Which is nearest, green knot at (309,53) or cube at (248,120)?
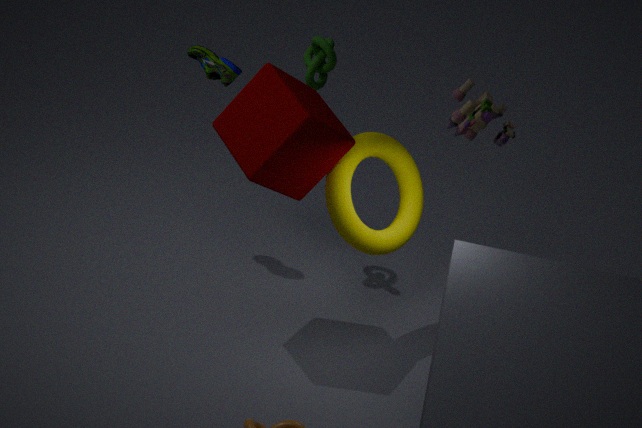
cube at (248,120)
